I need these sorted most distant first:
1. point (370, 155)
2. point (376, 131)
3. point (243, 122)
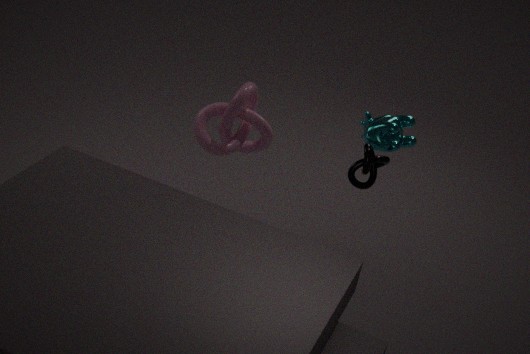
point (243, 122) < point (376, 131) < point (370, 155)
